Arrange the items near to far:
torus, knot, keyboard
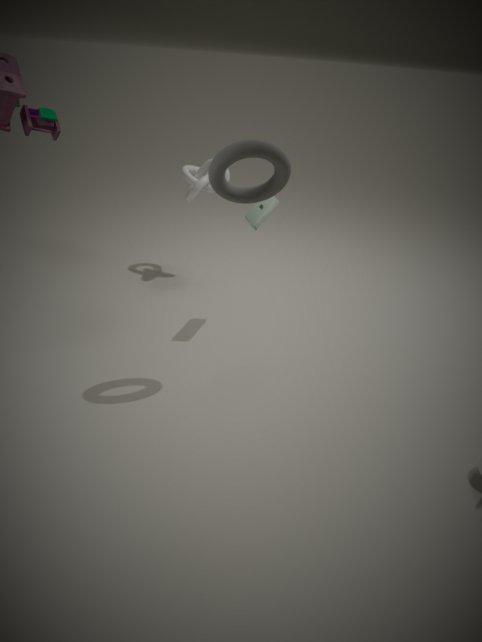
torus, keyboard, knot
